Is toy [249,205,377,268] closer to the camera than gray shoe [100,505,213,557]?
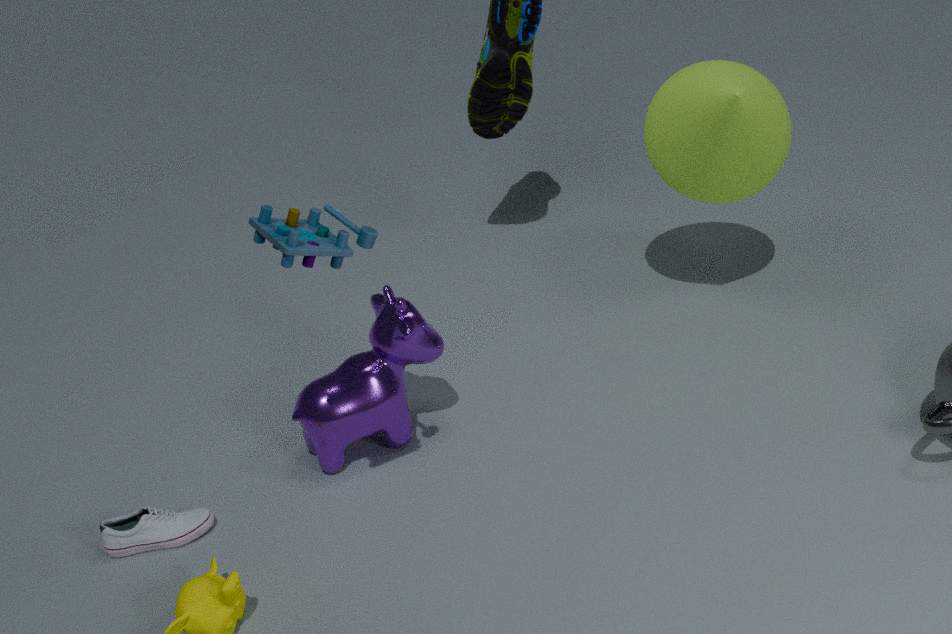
Yes
